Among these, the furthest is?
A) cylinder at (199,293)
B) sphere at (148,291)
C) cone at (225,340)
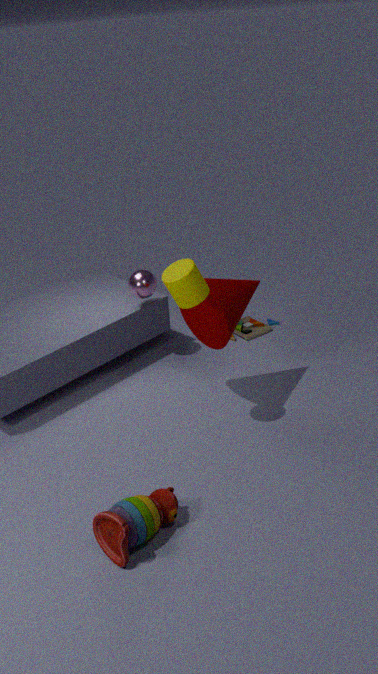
sphere at (148,291)
